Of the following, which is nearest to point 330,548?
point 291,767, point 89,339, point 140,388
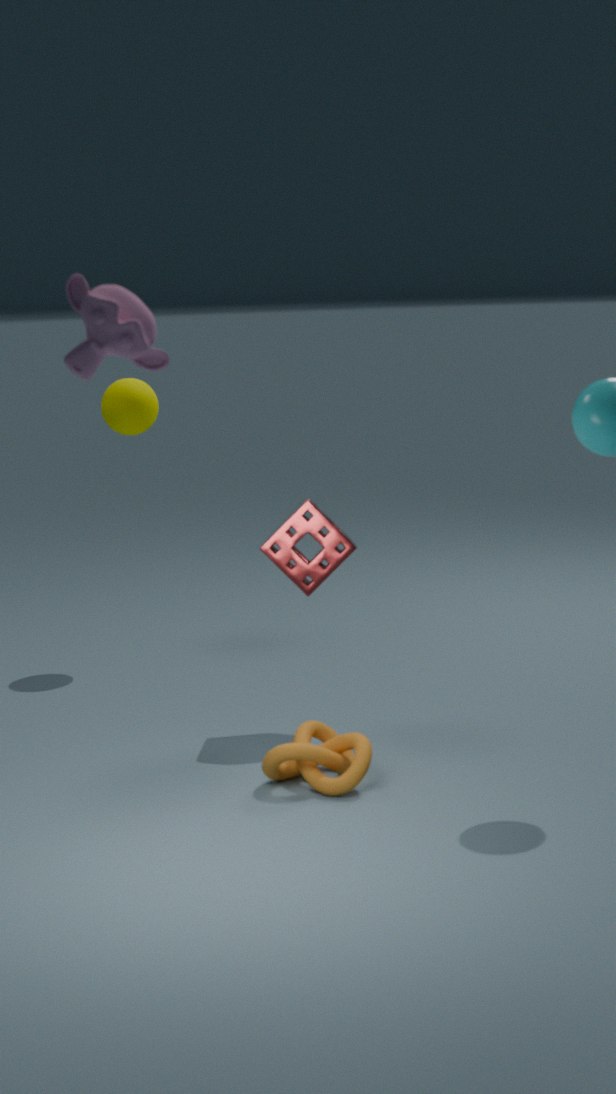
point 291,767
